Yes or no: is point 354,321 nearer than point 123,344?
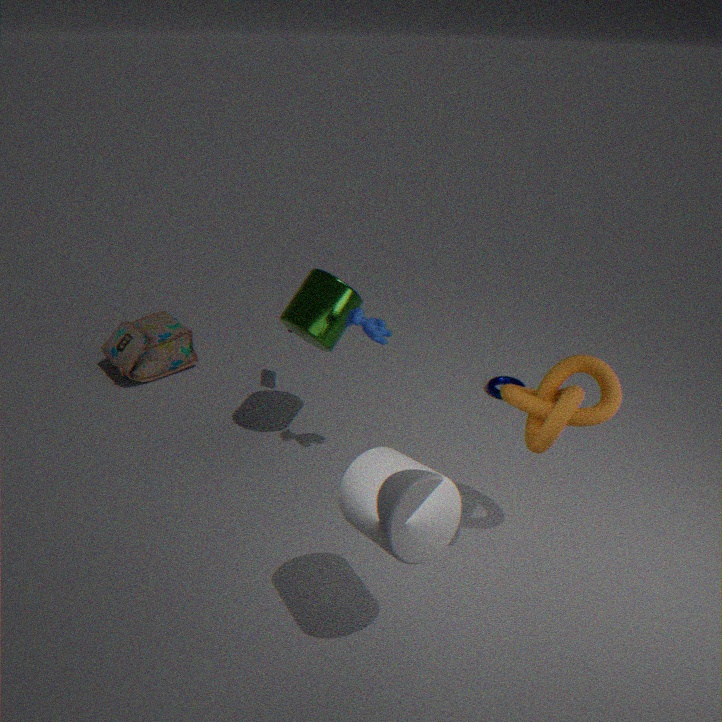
Yes
